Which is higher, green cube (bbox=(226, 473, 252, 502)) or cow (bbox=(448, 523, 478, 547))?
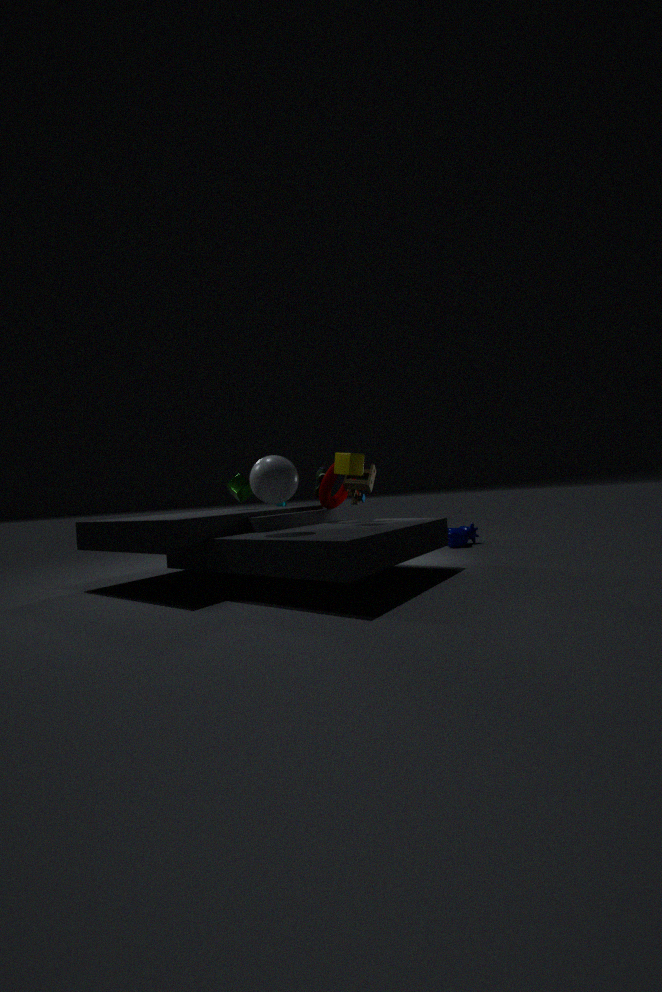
green cube (bbox=(226, 473, 252, 502))
